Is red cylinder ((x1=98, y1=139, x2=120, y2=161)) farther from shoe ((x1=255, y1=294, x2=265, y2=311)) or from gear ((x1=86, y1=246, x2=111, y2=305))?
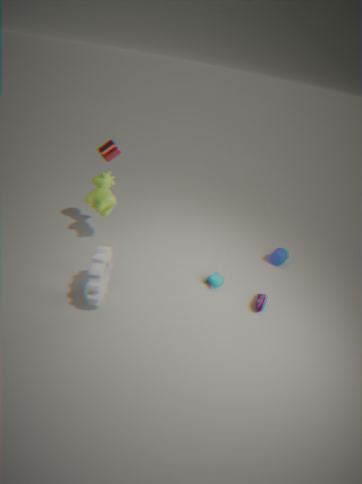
shoe ((x1=255, y1=294, x2=265, y2=311))
